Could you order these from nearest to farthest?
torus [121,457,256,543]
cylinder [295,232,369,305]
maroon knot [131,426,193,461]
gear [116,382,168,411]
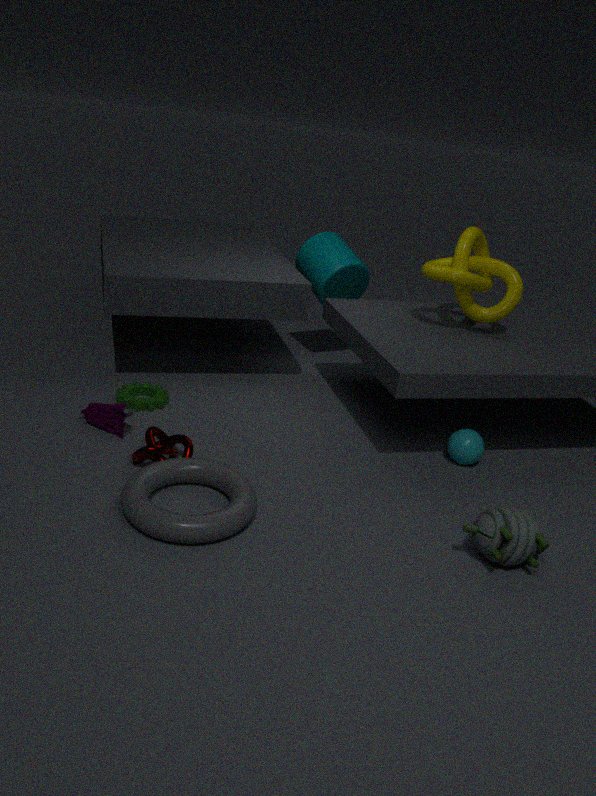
torus [121,457,256,543] → maroon knot [131,426,193,461] → gear [116,382,168,411] → cylinder [295,232,369,305]
